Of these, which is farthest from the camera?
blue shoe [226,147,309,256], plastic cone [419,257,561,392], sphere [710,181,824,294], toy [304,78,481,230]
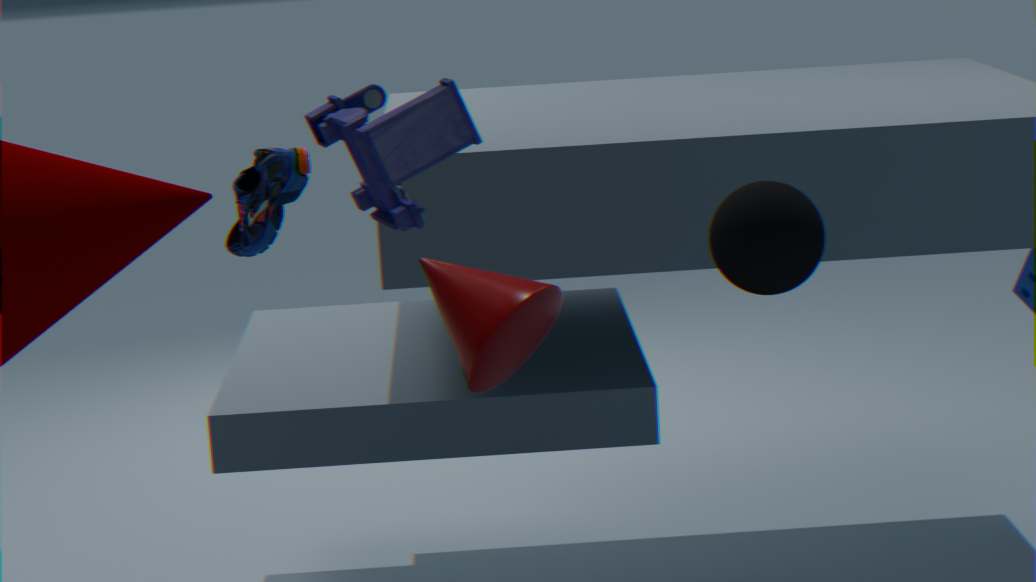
blue shoe [226,147,309,256]
